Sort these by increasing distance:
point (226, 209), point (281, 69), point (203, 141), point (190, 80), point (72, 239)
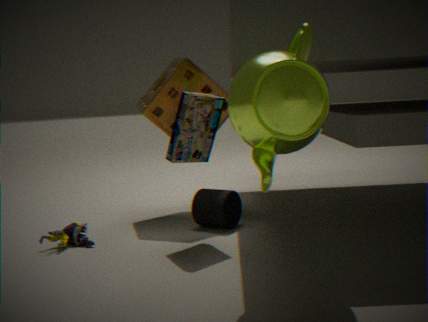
point (281, 69) < point (203, 141) < point (72, 239) < point (226, 209) < point (190, 80)
